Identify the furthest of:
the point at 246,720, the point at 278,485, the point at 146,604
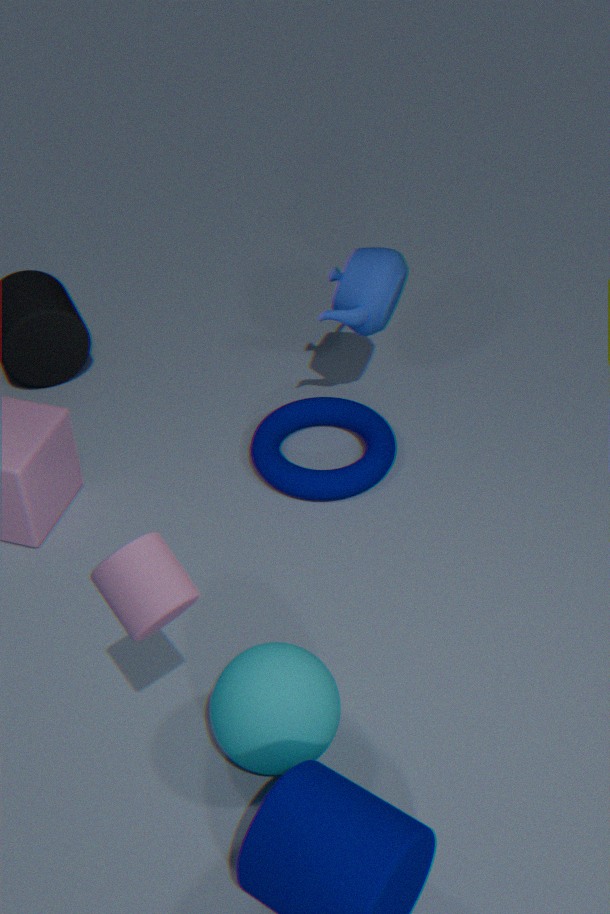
the point at 278,485
